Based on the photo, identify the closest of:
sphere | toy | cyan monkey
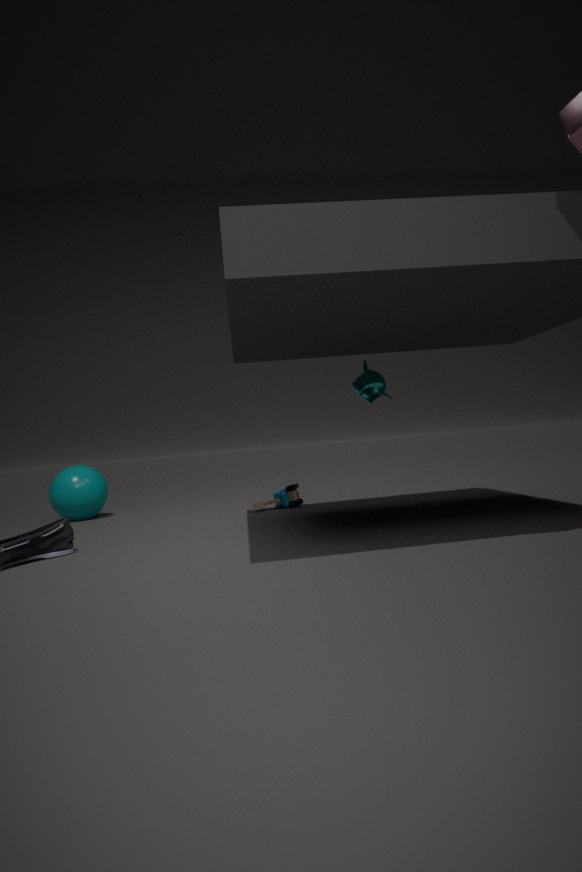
cyan monkey
